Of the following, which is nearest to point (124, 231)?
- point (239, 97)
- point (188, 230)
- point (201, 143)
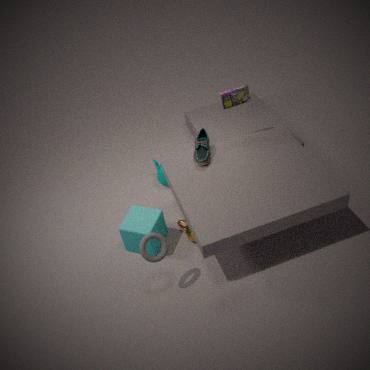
point (188, 230)
